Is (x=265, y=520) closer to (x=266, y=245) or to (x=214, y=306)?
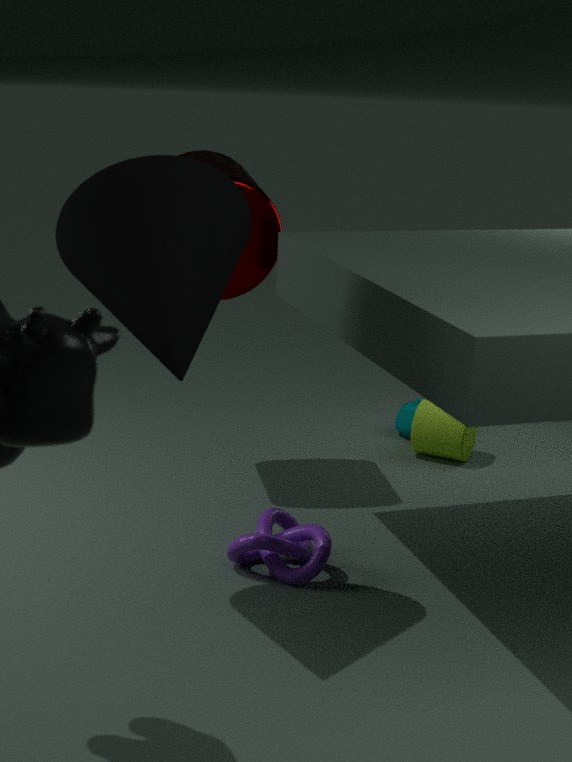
(x=214, y=306)
